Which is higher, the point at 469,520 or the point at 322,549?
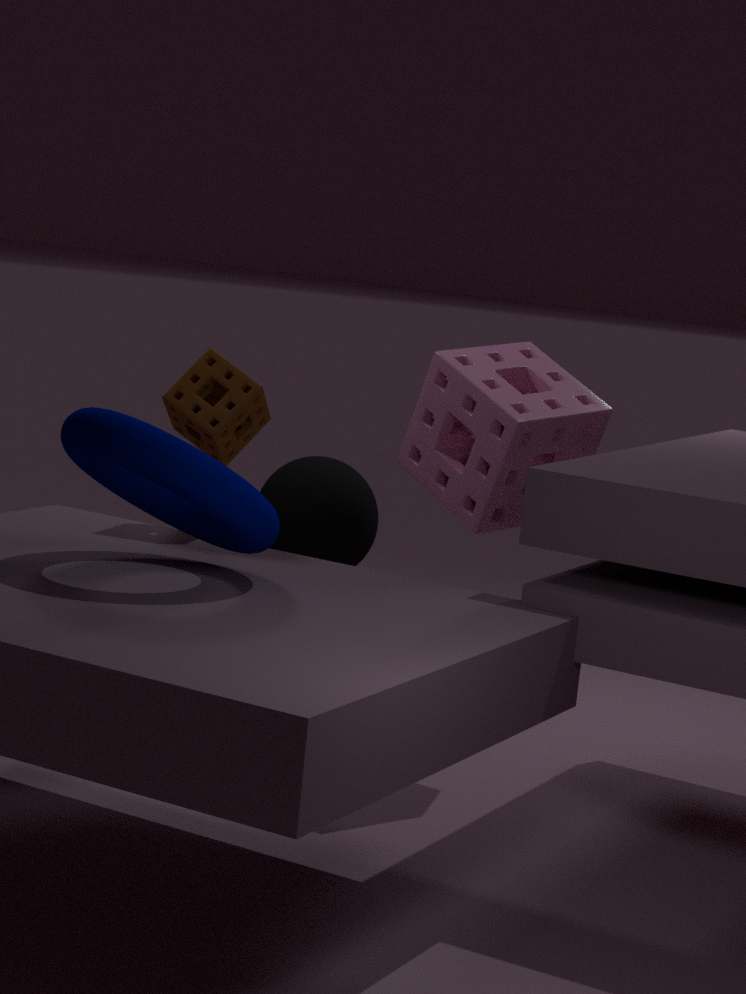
the point at 469,520
